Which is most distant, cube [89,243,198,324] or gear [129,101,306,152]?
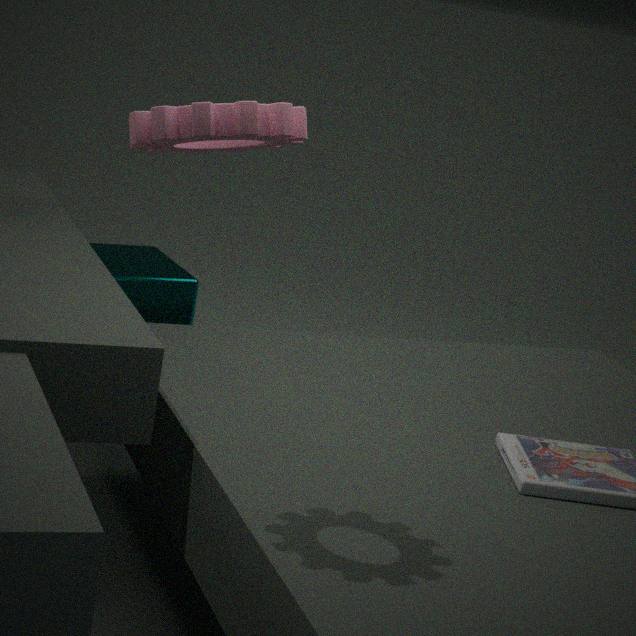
cube [89,243,198,324]
